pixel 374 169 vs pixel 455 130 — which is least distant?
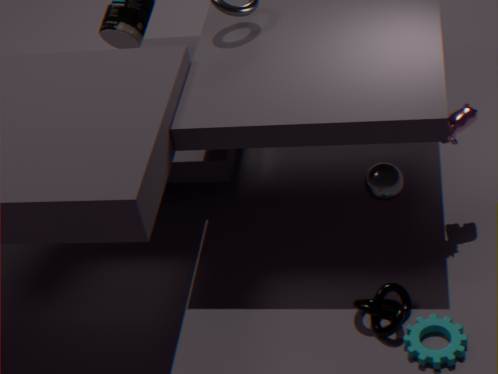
pixel 374 169
